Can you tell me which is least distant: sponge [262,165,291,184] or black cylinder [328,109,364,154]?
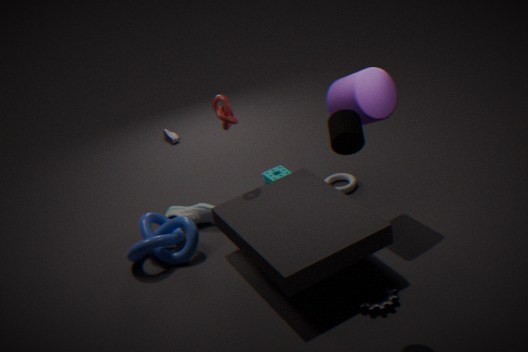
black cylinder [328,109,364,154]
